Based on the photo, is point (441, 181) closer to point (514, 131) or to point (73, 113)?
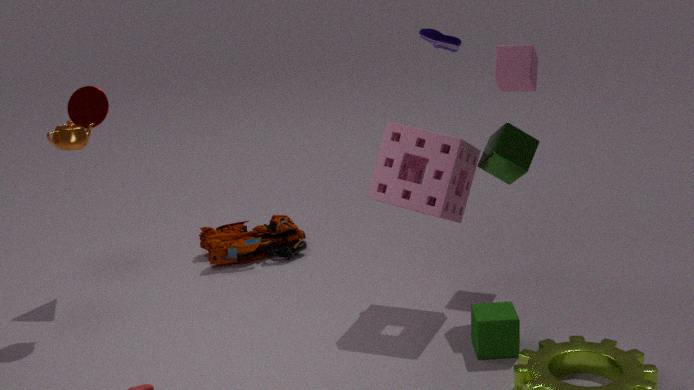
point (514, 131)
